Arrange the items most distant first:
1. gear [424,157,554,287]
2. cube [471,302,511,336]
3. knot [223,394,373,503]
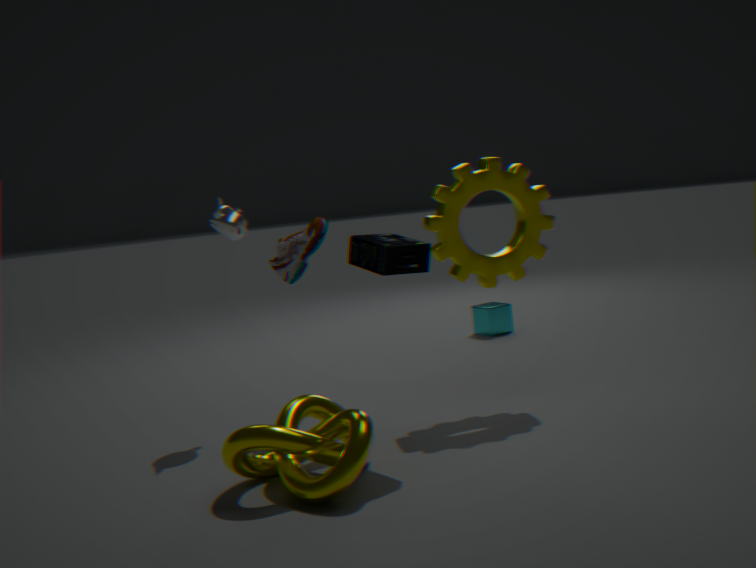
cube [471,302,511,336]
gear [424,157,554,287]
knot [223,394,373,503]
